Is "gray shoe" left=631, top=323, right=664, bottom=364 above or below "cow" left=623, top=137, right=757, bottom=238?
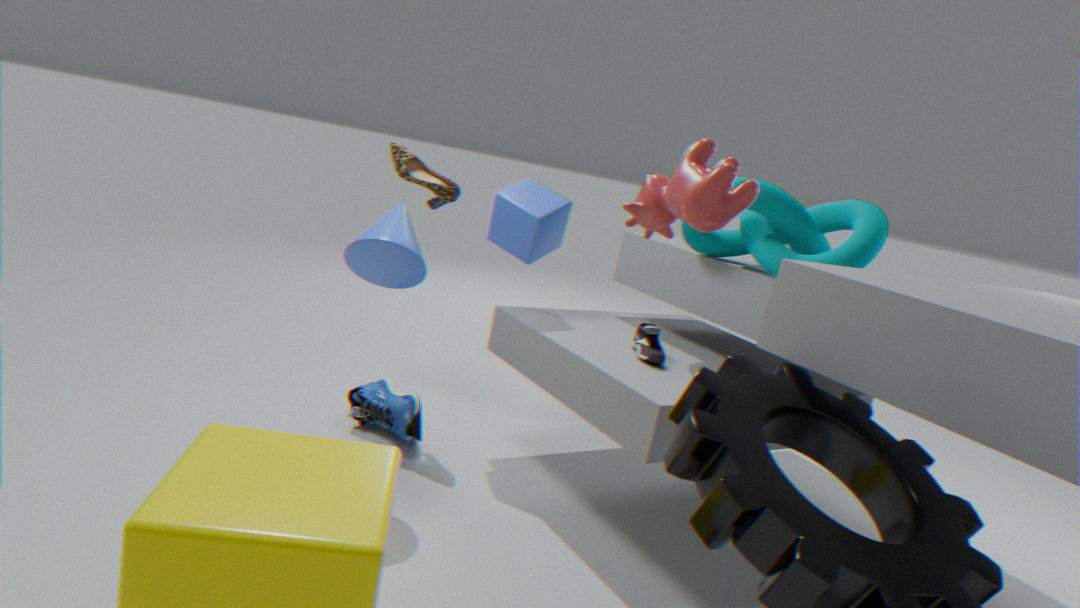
below
